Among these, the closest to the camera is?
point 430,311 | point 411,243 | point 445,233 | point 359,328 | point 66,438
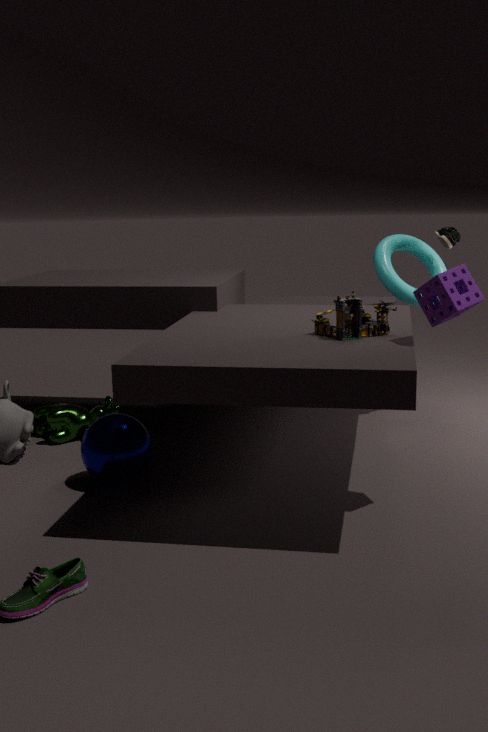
point 430,311
